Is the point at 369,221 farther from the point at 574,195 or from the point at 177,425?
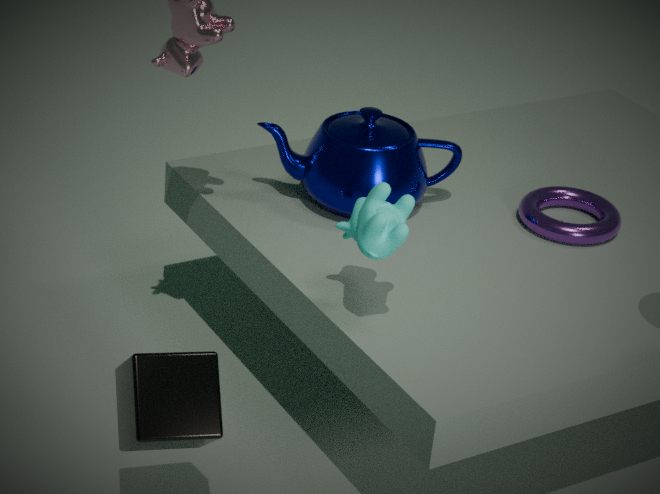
the point at 574,195
